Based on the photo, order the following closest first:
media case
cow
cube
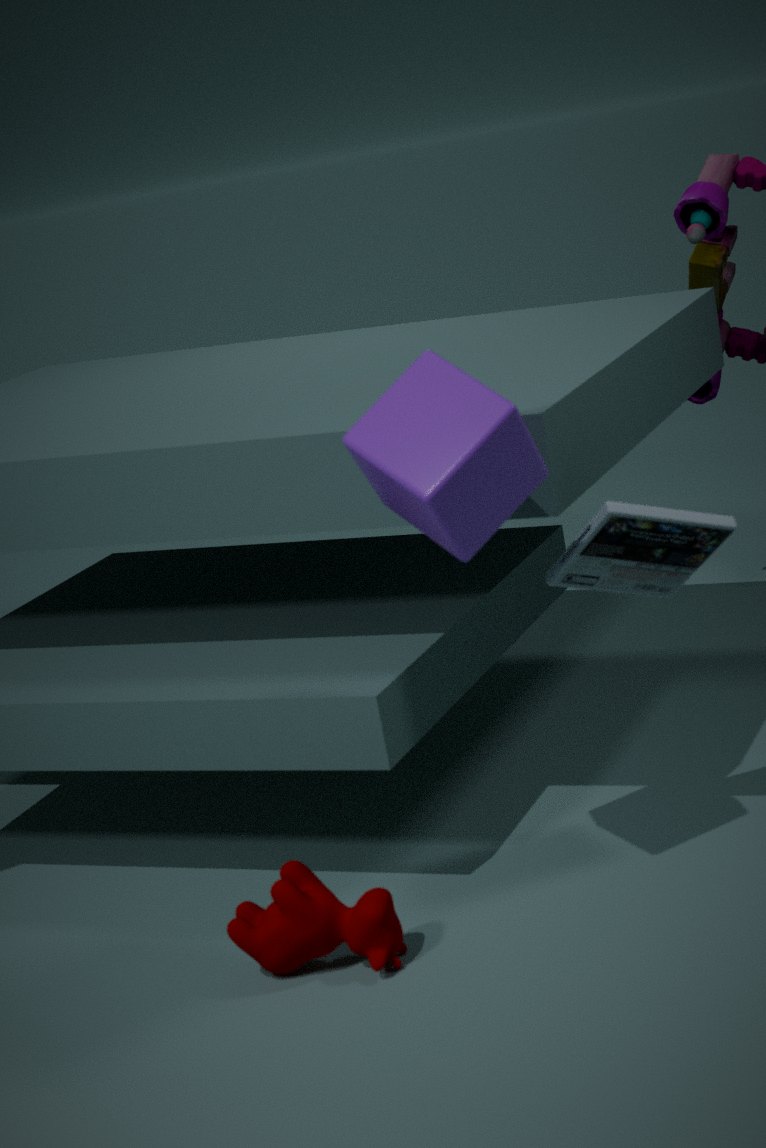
cube → cow → media case
